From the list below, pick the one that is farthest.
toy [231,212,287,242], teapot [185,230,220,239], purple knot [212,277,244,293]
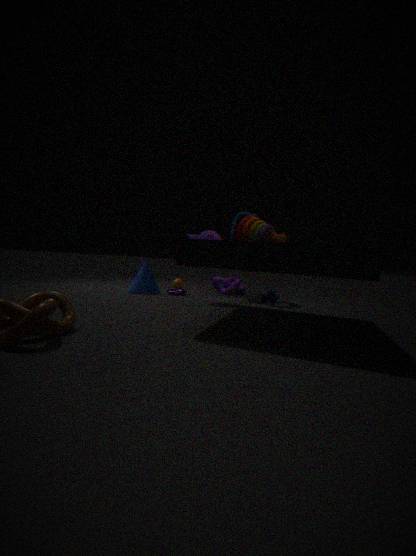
purple knot [212,277,244,293]
